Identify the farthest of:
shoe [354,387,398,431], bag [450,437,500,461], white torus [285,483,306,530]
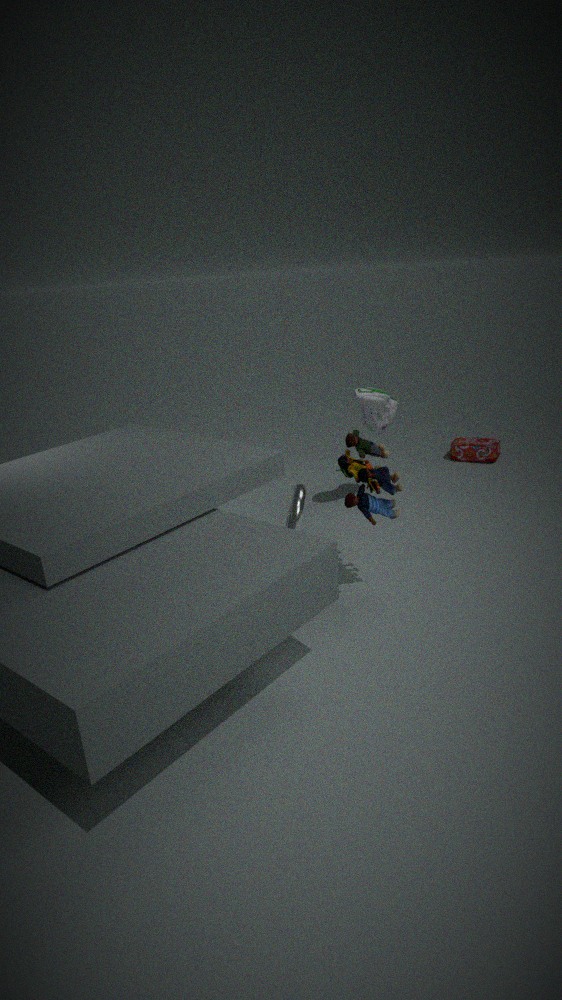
bag [450,437,500,461]
